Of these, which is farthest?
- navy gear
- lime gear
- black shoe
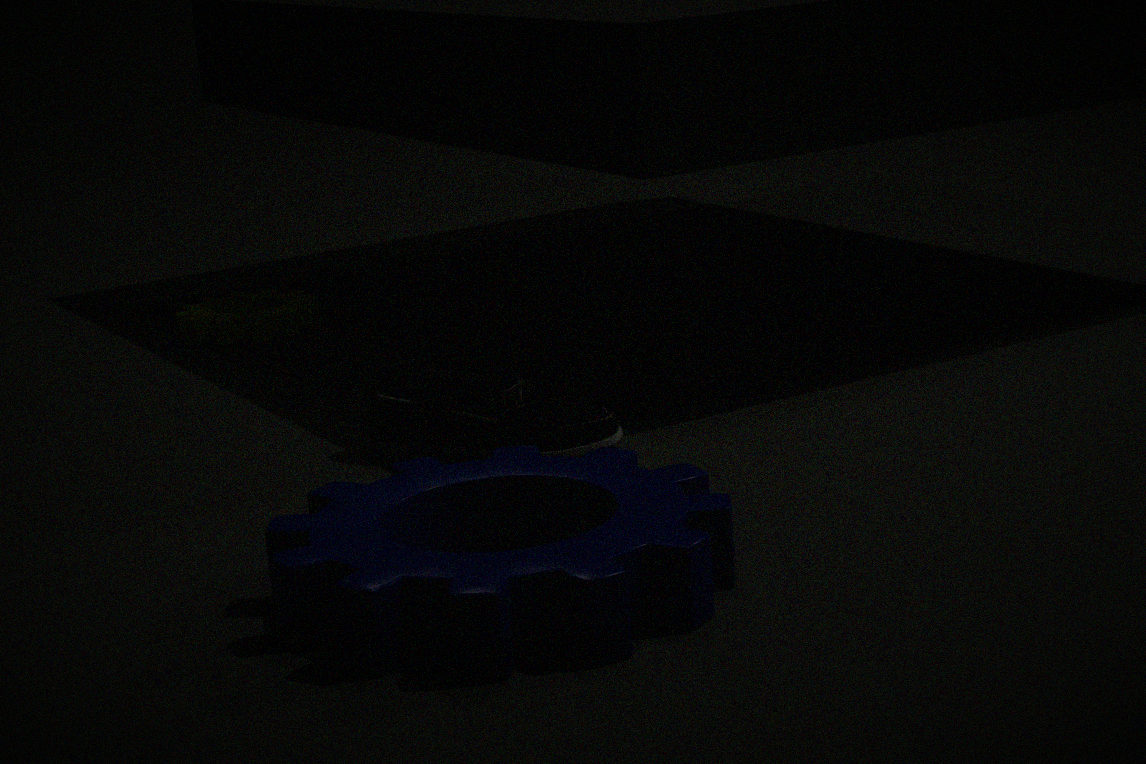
lime gear
